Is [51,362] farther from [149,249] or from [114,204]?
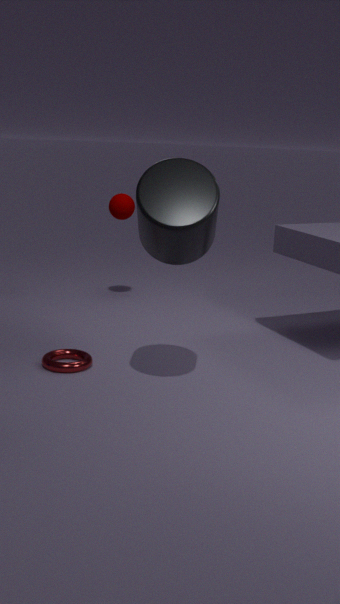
[114,204]
